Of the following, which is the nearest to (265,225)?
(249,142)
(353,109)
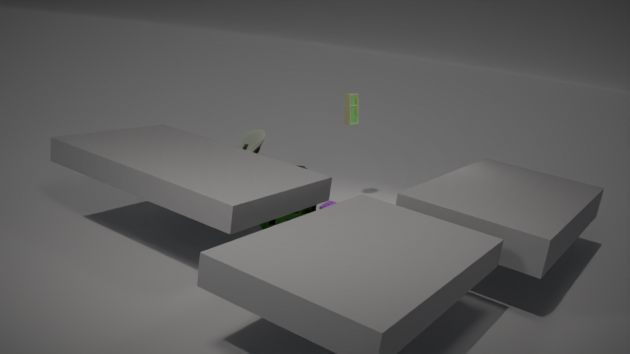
(249,142)
